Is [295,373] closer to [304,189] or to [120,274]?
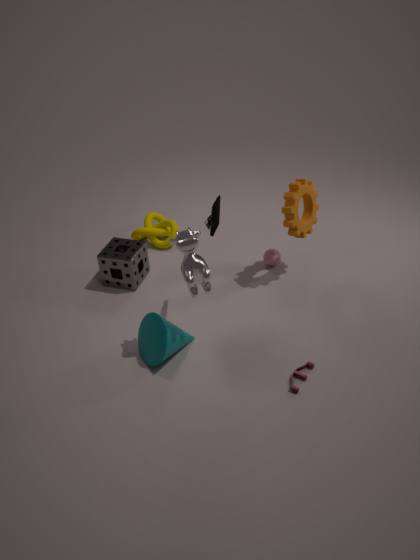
[304,189]
